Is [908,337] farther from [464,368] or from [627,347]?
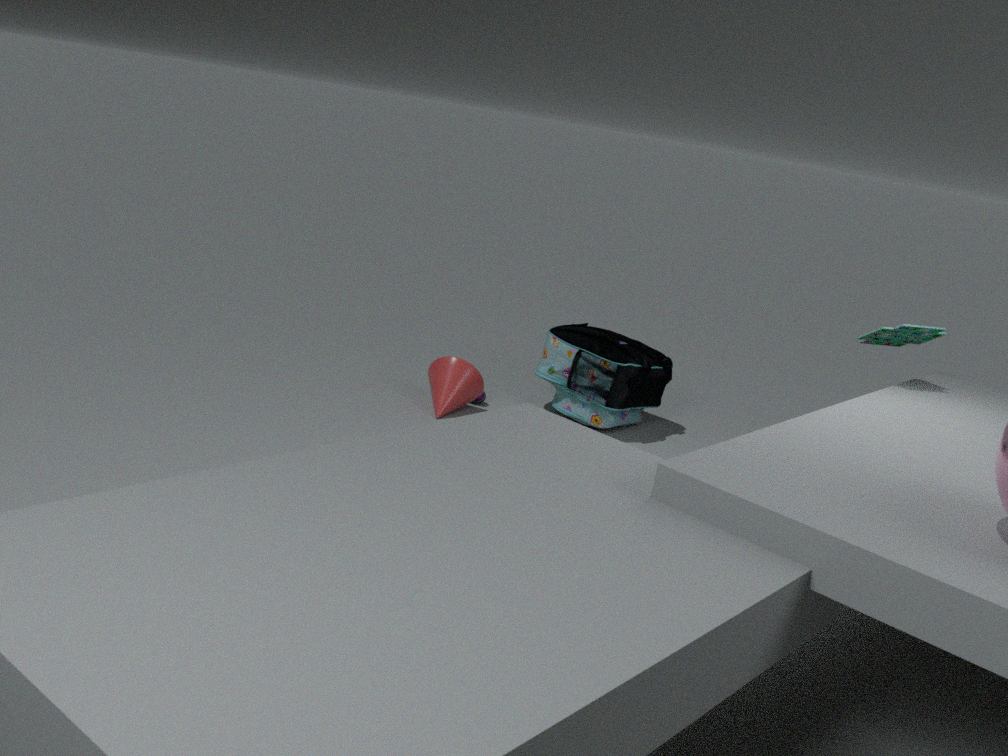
[464,368]
